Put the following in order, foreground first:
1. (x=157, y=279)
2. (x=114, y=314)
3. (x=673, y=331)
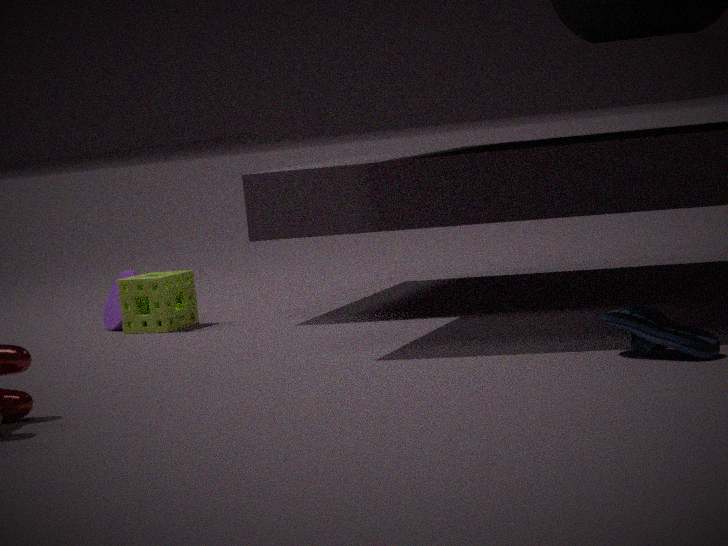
(x=673, y=331) < (x=157, y=279) < (x=114, y=314)
